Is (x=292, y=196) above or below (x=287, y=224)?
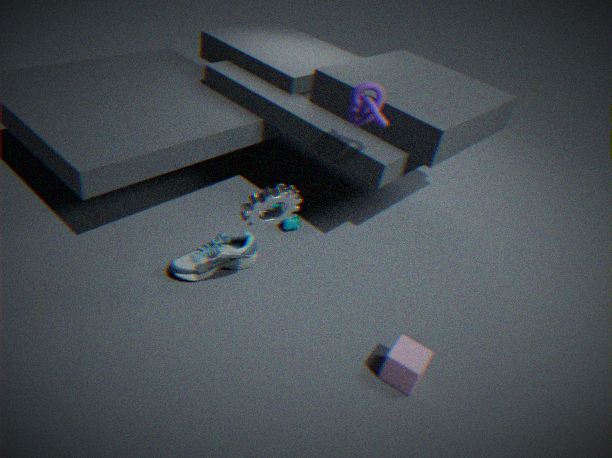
above
